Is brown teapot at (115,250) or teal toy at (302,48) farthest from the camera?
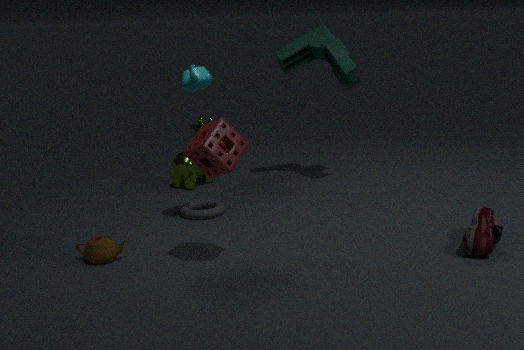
teal toy at (302,48)
